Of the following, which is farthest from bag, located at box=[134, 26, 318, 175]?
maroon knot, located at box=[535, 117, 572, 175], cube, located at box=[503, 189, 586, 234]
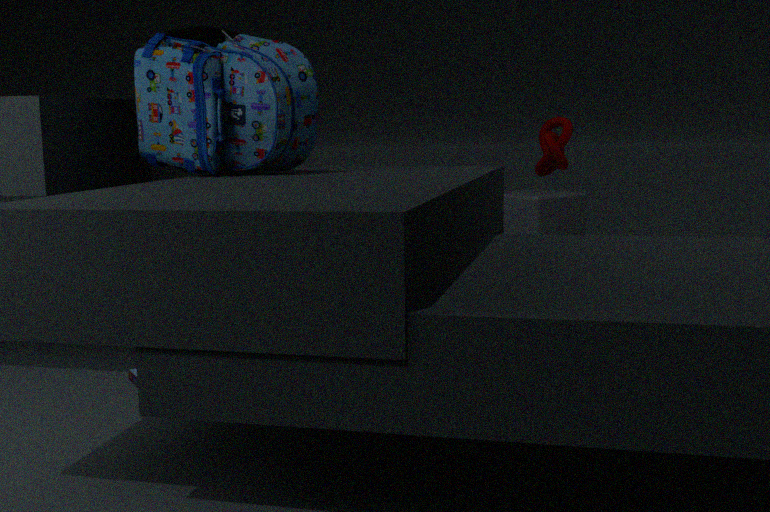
cube, located at box=[503, 189, 586, 234]
